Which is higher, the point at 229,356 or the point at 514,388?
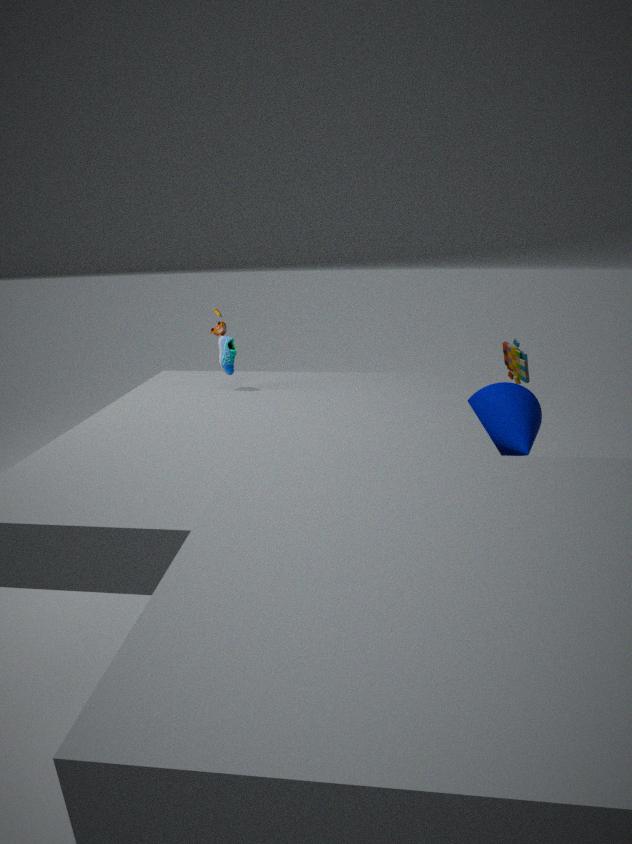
the point at 229,356
